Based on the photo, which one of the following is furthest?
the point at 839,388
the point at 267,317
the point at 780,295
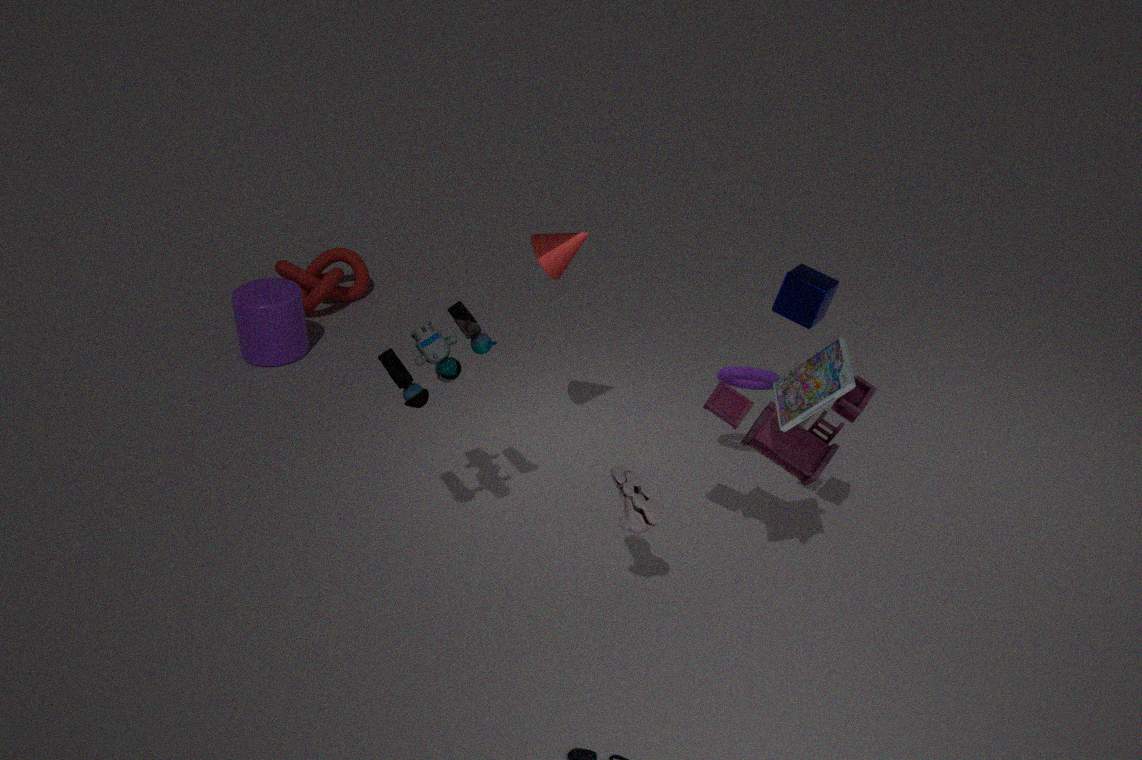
the point at 267,317
